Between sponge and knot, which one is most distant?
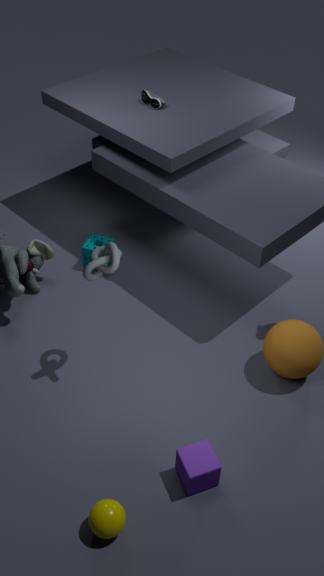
sponge
